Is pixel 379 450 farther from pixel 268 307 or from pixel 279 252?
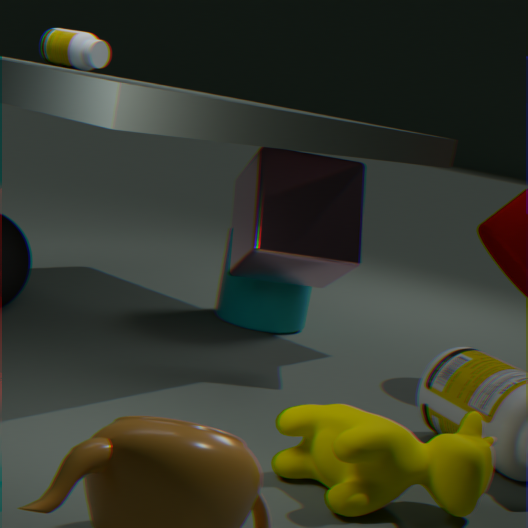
pixel 268 307
